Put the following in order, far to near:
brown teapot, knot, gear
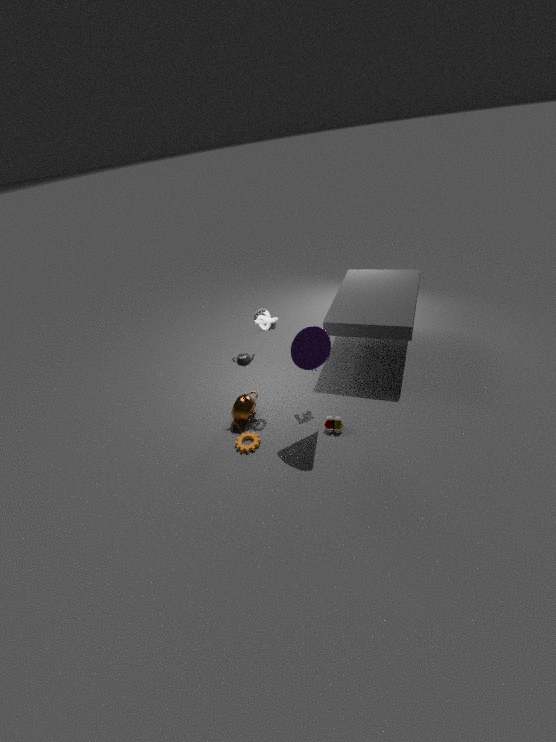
1. brown teapot
2. gear
3. knot
